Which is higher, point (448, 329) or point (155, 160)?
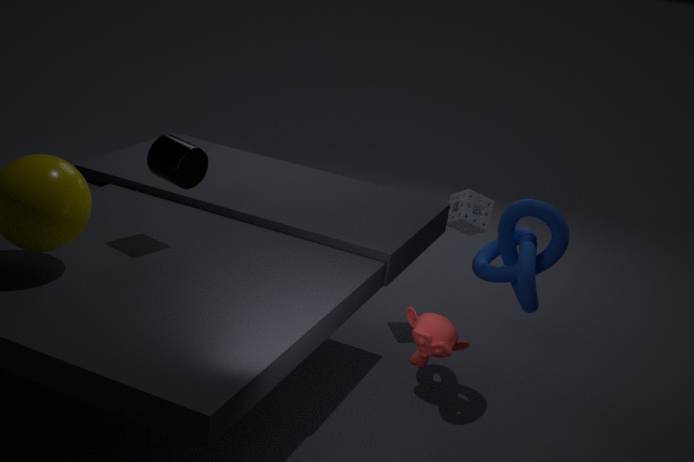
point (155, 160)
